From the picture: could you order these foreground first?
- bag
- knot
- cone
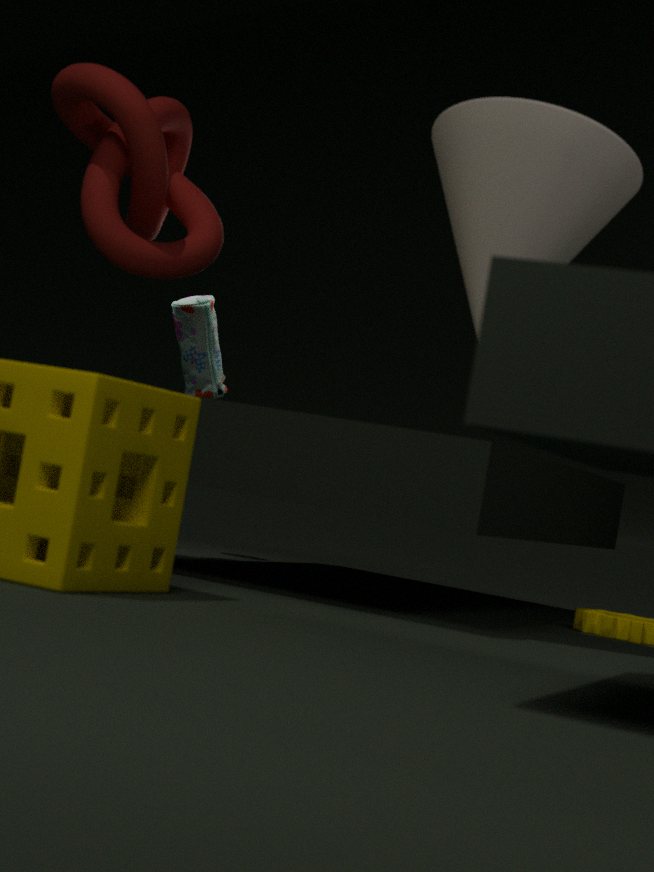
cone
knot
bag
